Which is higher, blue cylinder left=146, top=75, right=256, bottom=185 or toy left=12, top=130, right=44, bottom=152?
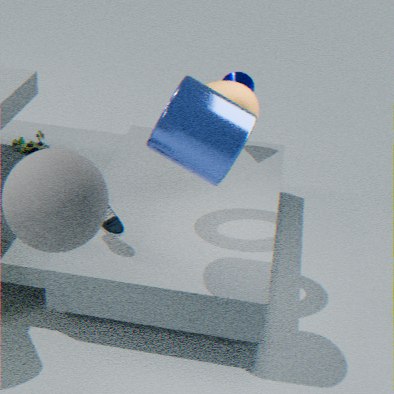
blue cylinder left=146, top=75, right=256, bottom=185
